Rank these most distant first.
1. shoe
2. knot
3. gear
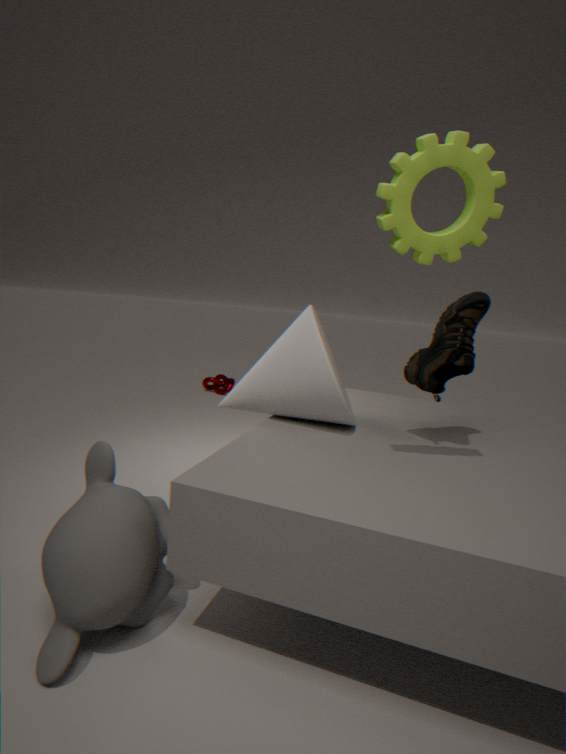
knot → shoe → gear
